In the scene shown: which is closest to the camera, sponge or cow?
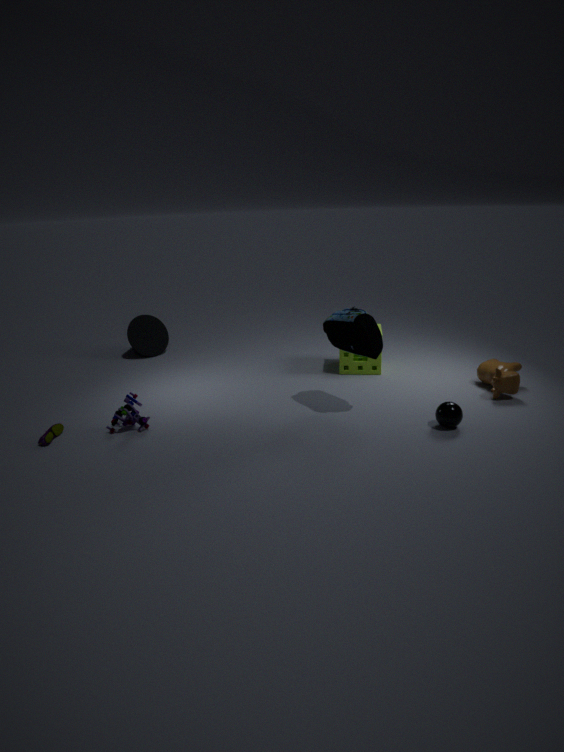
cow
